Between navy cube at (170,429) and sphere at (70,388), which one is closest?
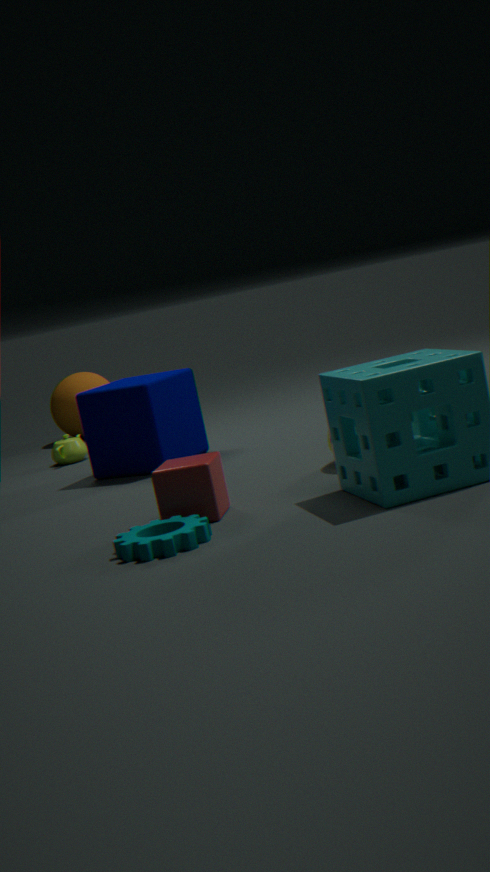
navy cube at (170,429)
